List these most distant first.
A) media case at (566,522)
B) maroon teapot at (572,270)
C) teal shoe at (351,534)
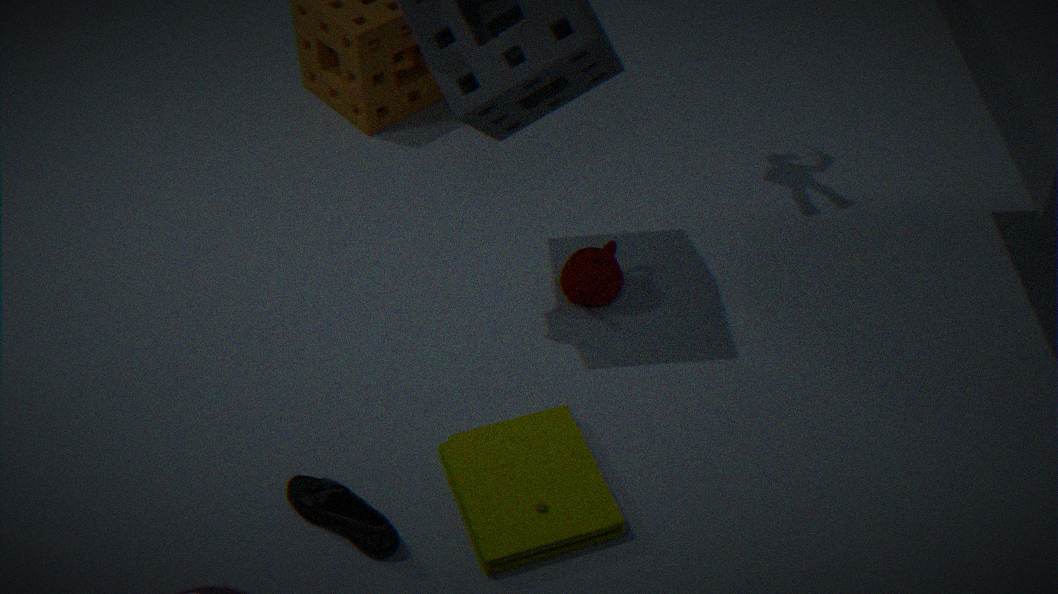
maroon teapot at (572,270) → teal shoe at (351,534) → media case at (566,522)
